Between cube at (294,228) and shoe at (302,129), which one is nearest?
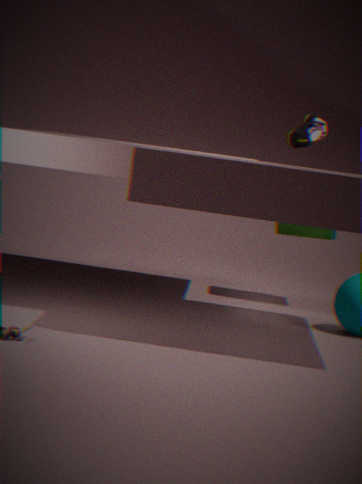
shoe at (302,129)
